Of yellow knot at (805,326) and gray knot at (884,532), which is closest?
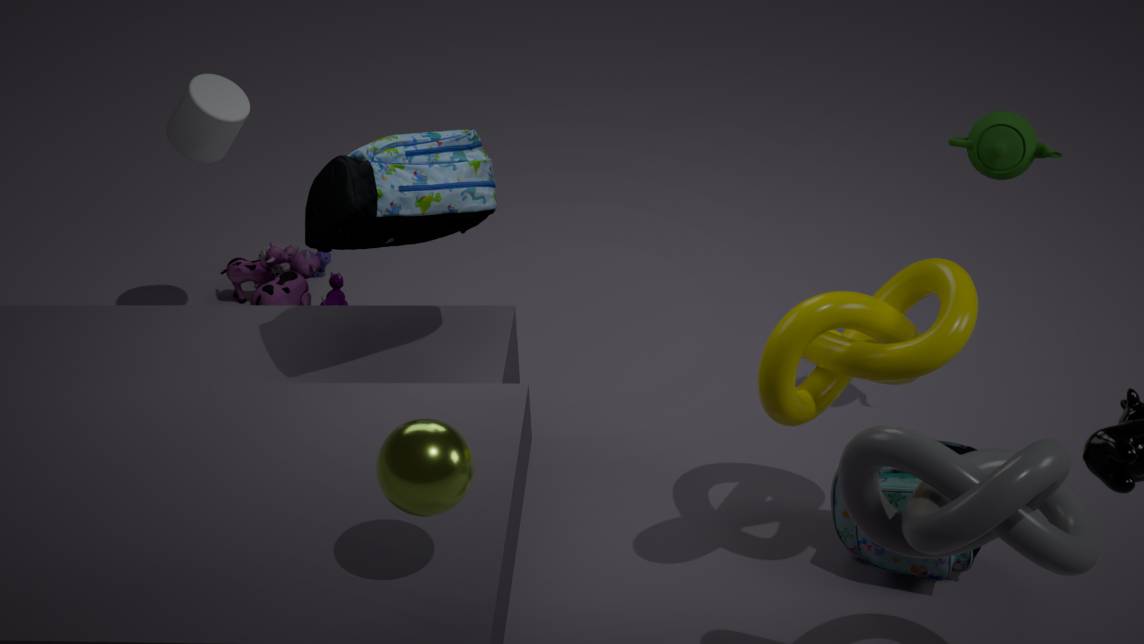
gray knot at (884,532)
